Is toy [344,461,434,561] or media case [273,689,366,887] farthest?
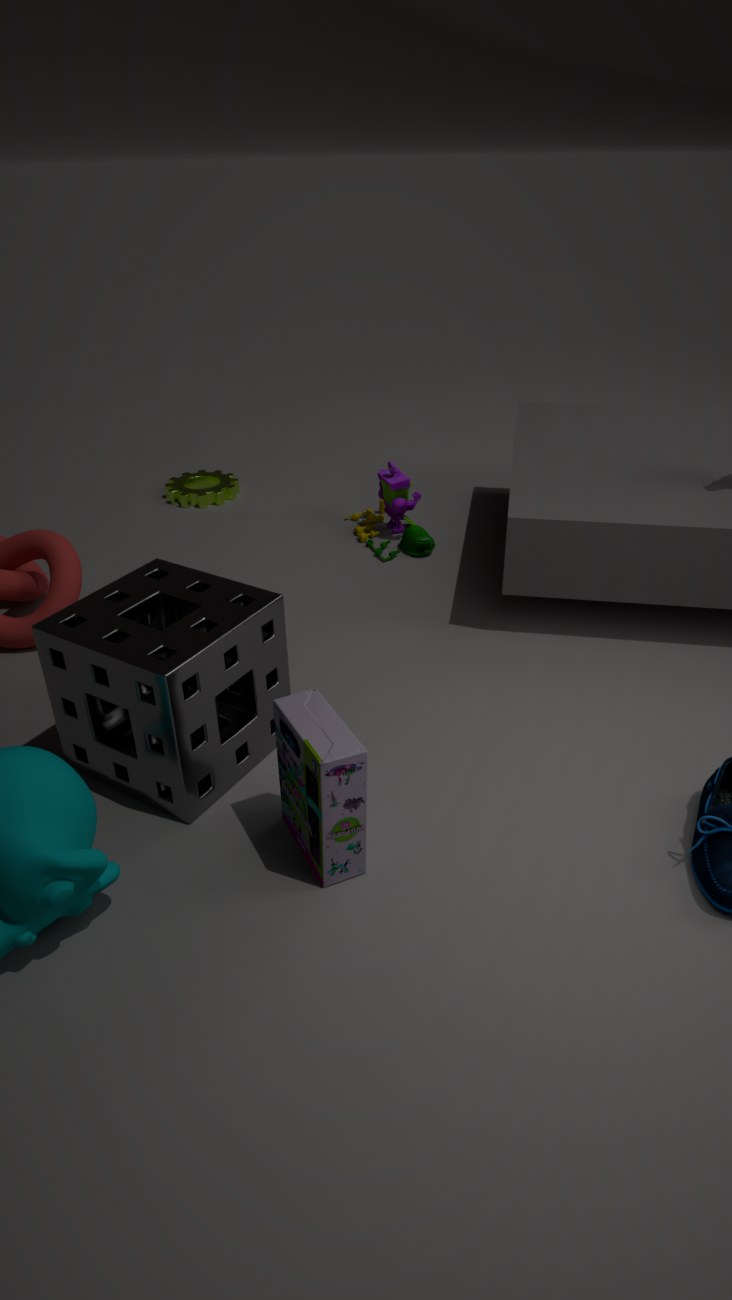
toy [344,461,434,561]
